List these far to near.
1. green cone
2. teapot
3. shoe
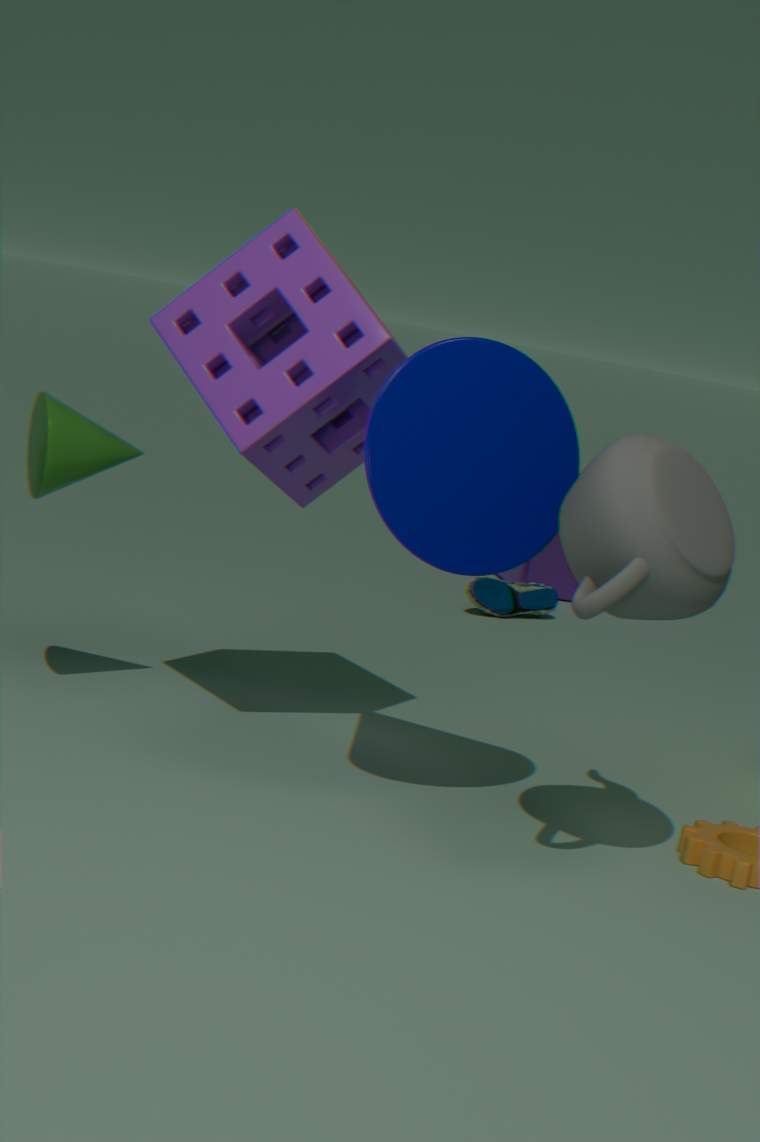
shoe, green cone, teapot
